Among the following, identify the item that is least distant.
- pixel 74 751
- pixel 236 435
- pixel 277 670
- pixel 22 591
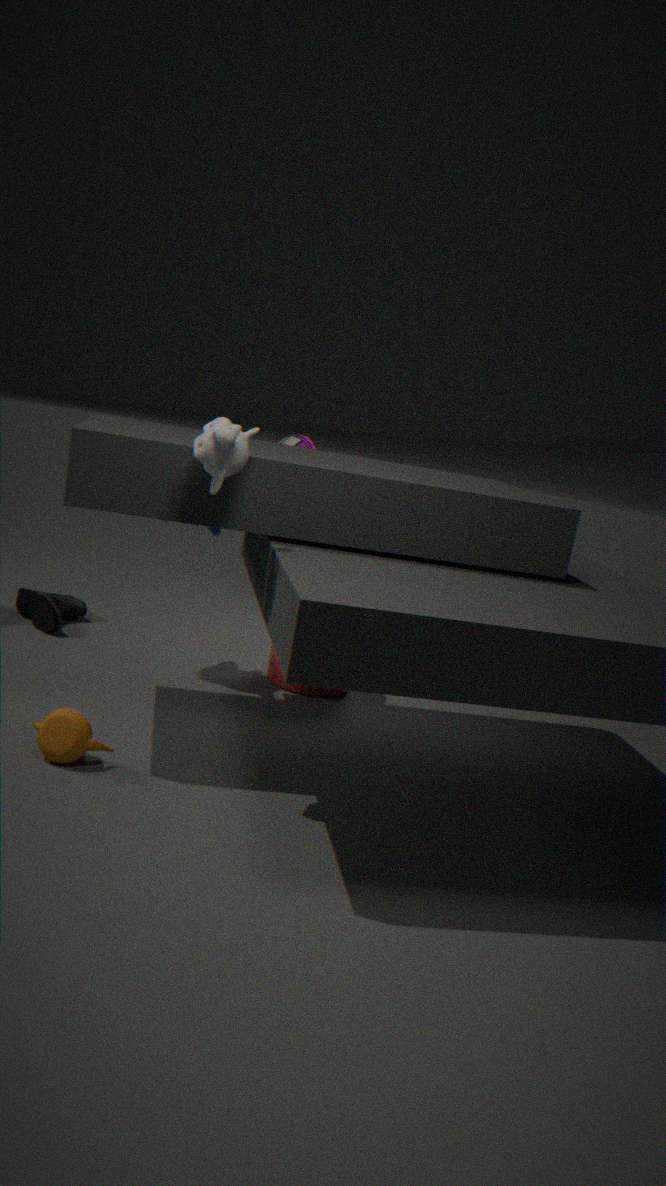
pixel 236 435
